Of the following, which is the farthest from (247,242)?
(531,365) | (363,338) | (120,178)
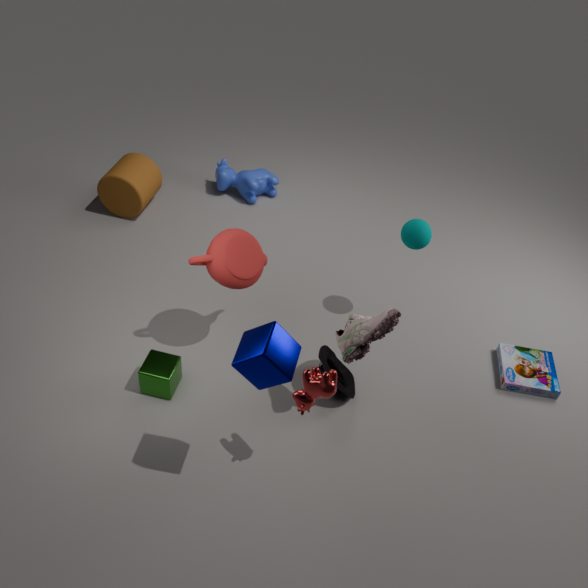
(531,365)
